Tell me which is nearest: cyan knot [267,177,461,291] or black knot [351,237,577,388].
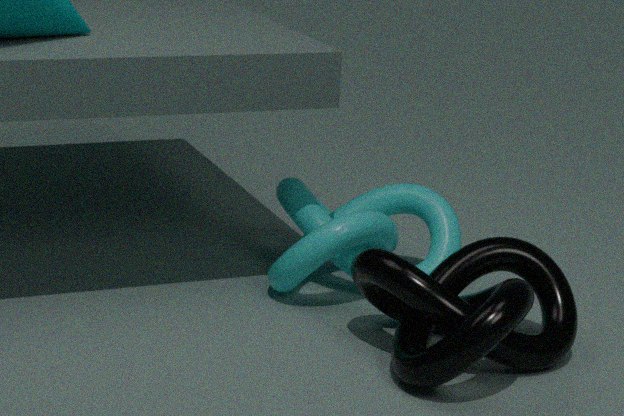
black knot [351,237,577,388]
